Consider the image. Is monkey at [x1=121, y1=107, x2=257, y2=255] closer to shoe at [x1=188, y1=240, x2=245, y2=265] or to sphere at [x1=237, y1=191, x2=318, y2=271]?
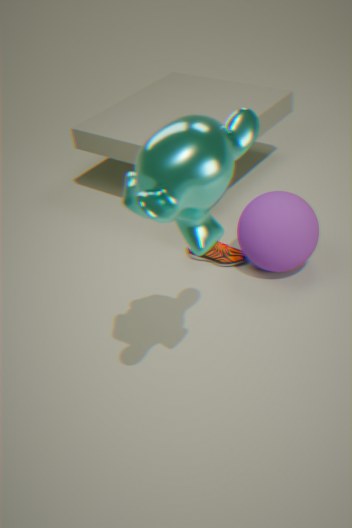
sphere at [x1=237, y1=191, x2=318, y2=271]
